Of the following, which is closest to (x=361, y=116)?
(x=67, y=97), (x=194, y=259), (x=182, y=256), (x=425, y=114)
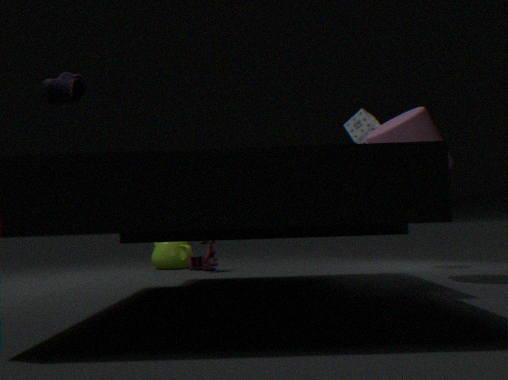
(x=425, y=114)
